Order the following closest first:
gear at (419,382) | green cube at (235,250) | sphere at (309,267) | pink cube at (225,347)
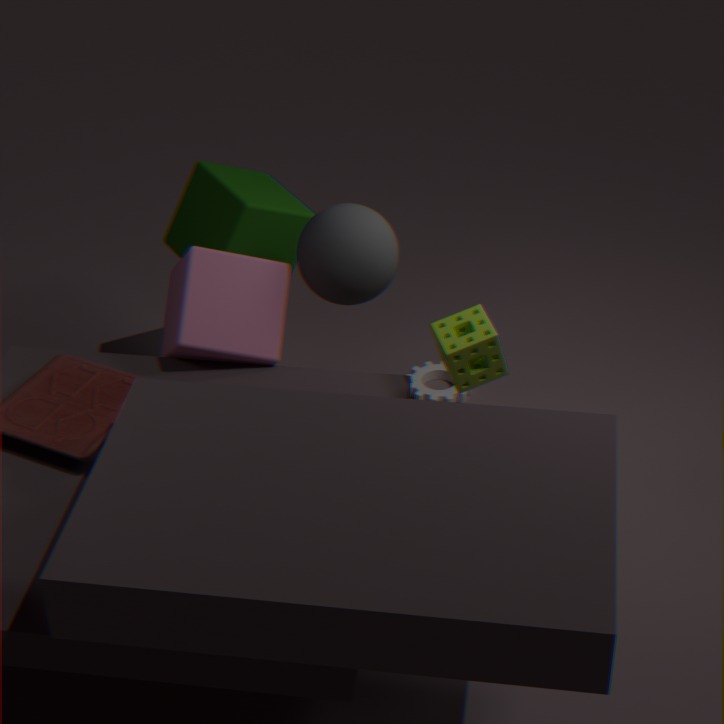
pink cube at (225,347) → sphere at (309,267) → green cube at (235,250) → gear at (419,382)
